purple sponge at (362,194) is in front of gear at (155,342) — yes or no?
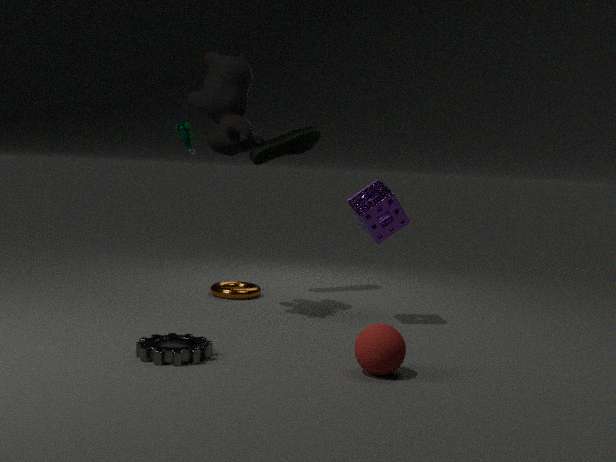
No
